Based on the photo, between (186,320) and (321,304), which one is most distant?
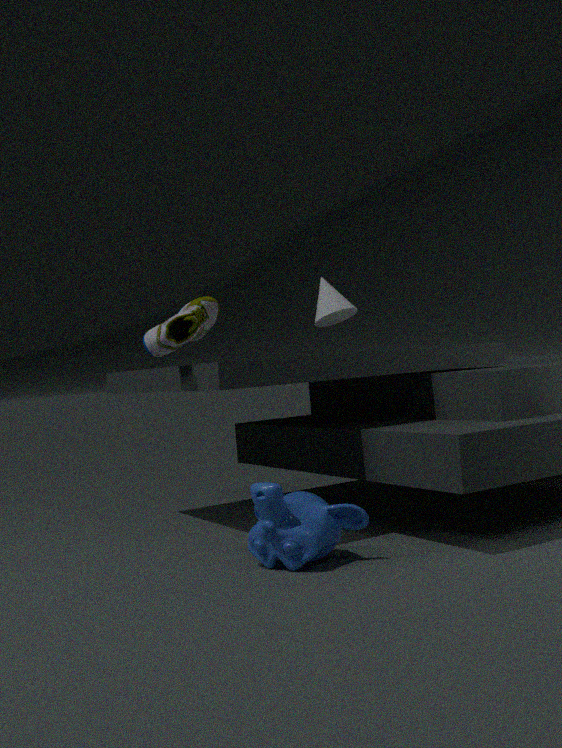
(321,304)
